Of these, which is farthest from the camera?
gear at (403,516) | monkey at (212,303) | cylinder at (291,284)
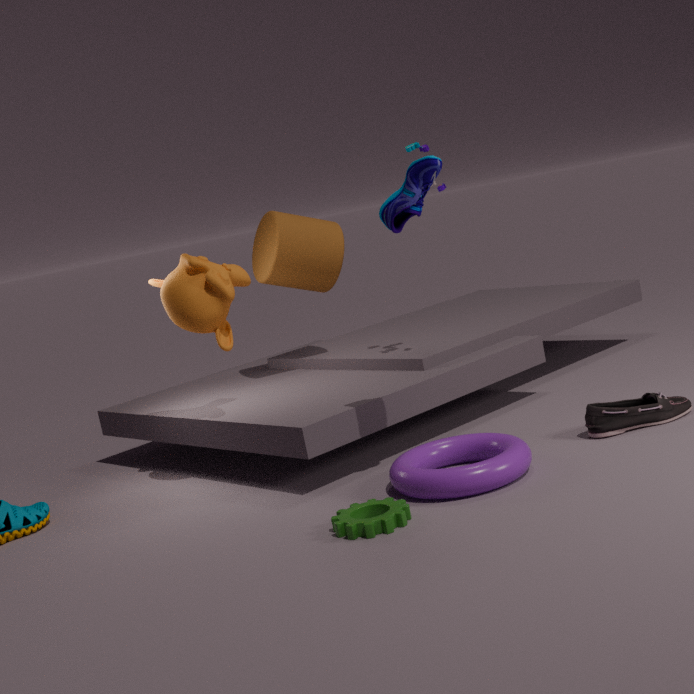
cylinder at (291,284)
